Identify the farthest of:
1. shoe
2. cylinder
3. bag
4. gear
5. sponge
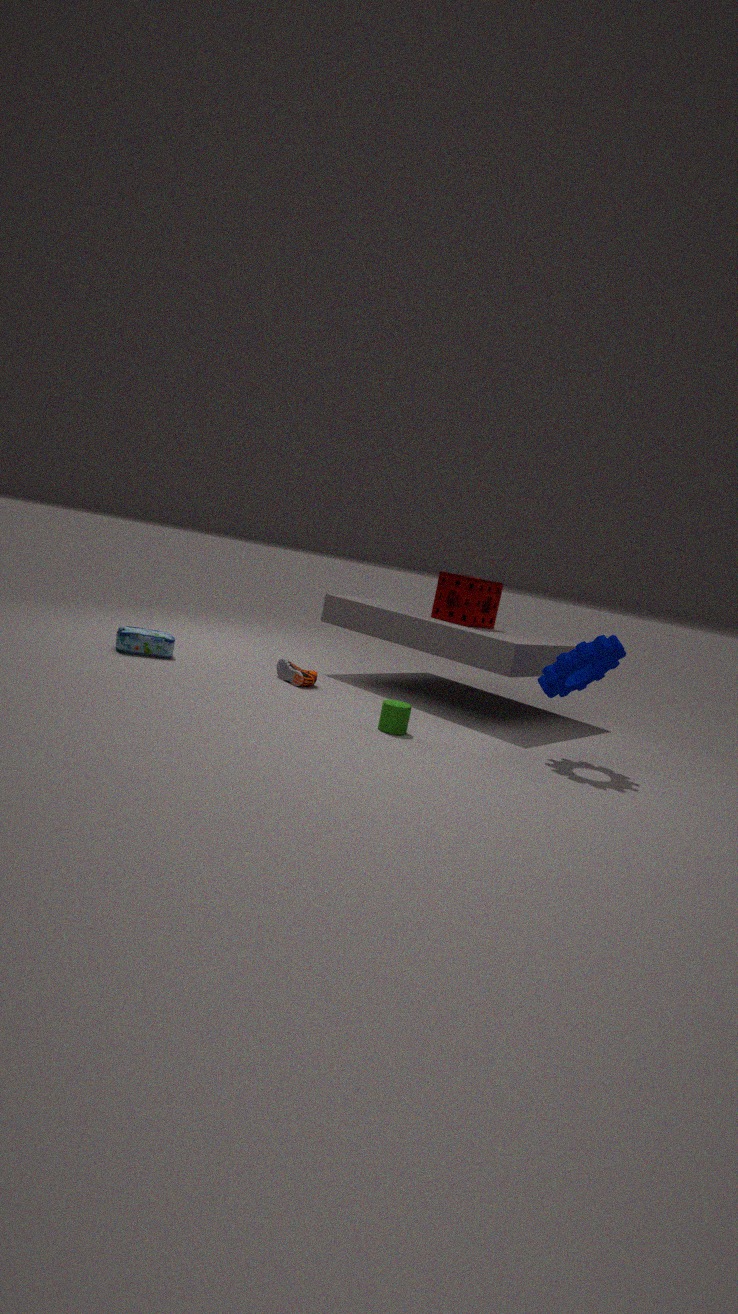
sponge
